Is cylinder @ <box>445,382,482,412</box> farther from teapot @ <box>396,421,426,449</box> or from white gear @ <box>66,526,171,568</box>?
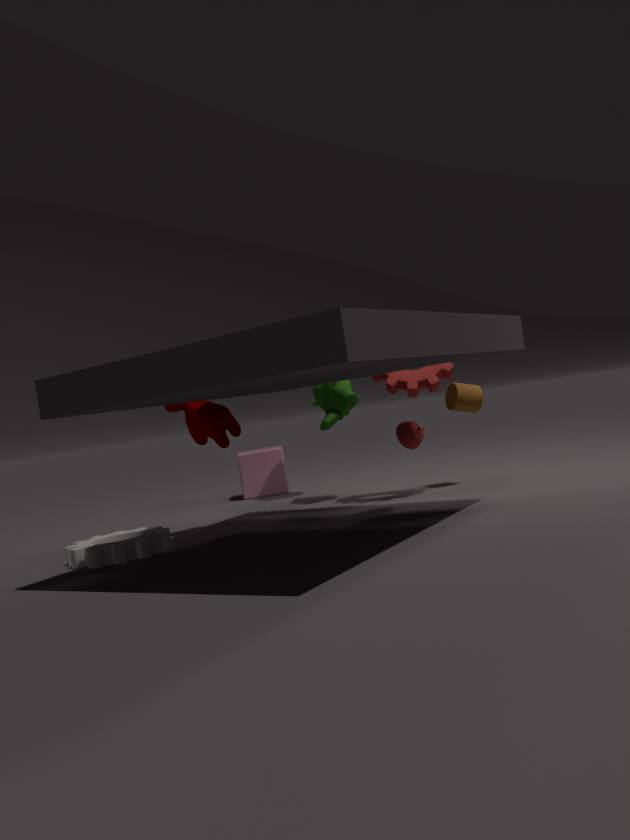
white gear @ <box>66,526,171,568</box>
